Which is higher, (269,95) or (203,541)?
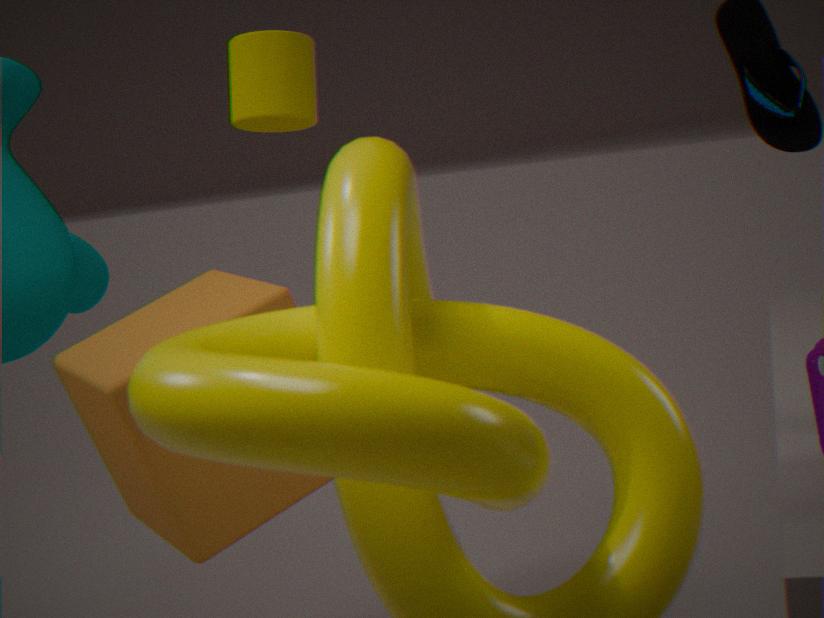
(269,95)
